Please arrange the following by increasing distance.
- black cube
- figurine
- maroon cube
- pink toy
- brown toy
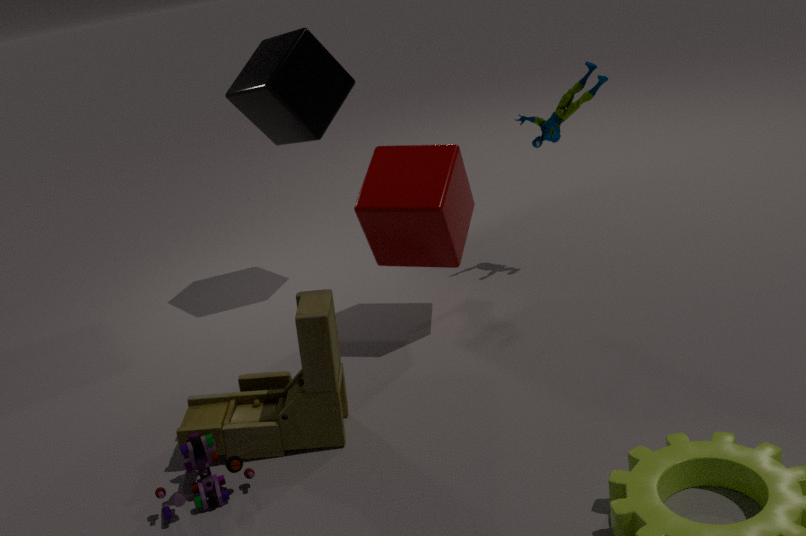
pink toy
brown toy
maroon cube
figurine
black cube
